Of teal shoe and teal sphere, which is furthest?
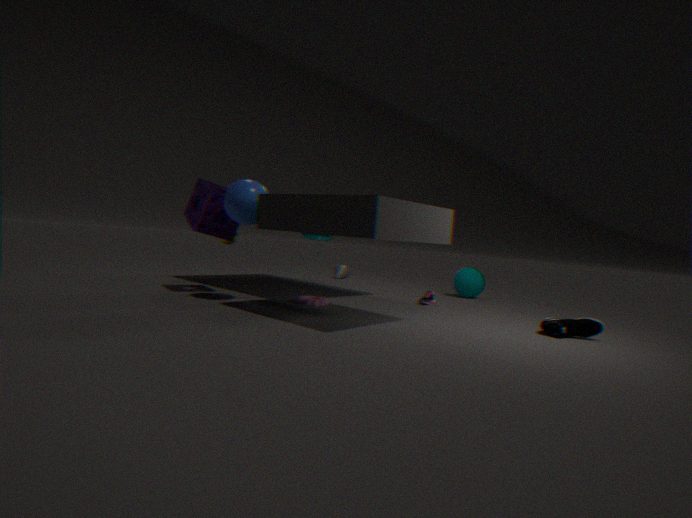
teal sphere
